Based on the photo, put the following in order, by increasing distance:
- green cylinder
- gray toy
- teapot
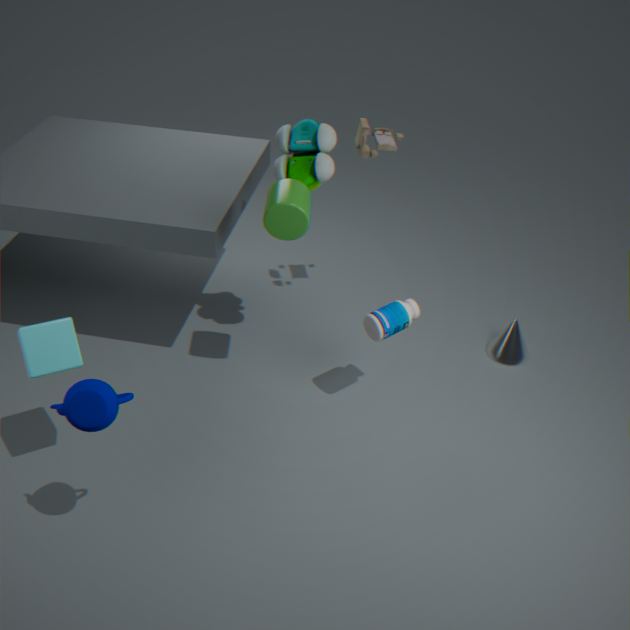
teapot
green cylinder
gray toy
